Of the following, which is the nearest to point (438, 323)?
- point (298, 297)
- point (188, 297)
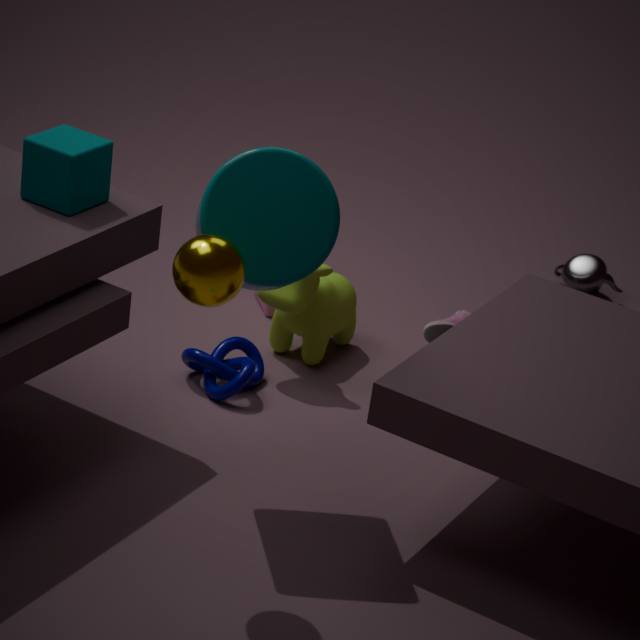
point (298, 297)
